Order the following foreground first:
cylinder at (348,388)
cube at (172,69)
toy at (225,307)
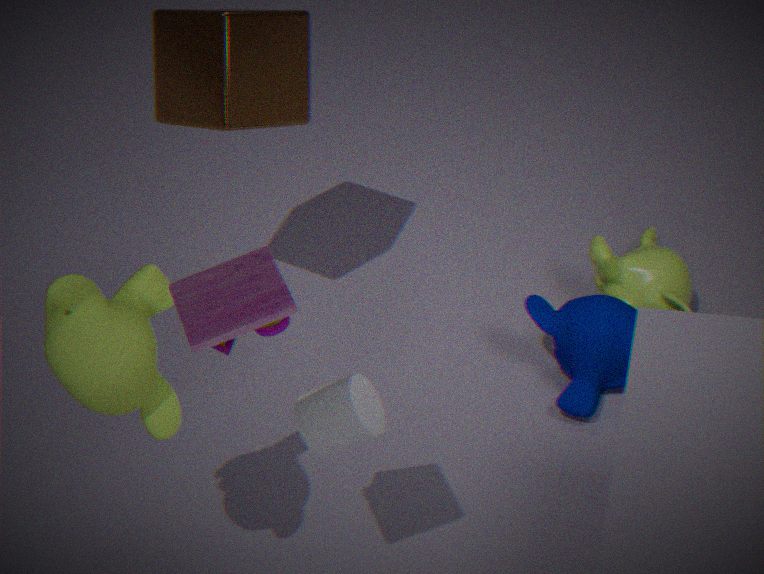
toy at (225,307) < cylinder at (348,388) < cube at (172,69)
